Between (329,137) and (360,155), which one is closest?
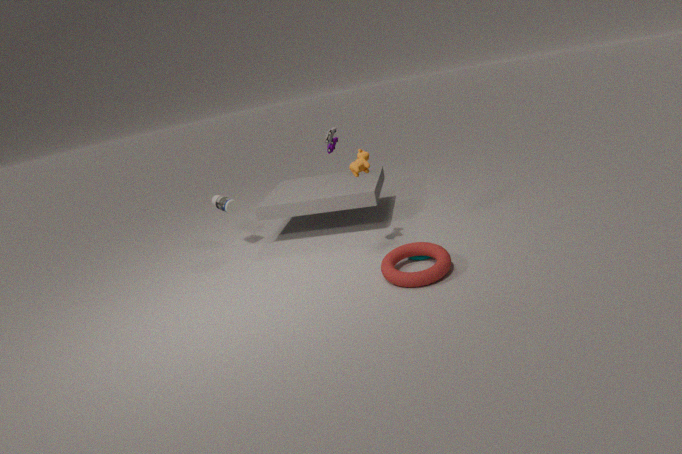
(360,155)
